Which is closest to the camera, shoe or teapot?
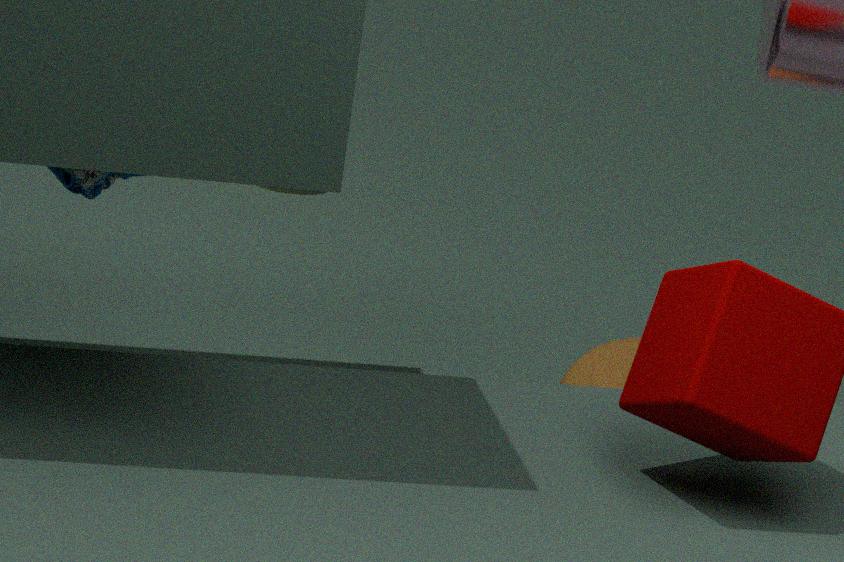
shoe
